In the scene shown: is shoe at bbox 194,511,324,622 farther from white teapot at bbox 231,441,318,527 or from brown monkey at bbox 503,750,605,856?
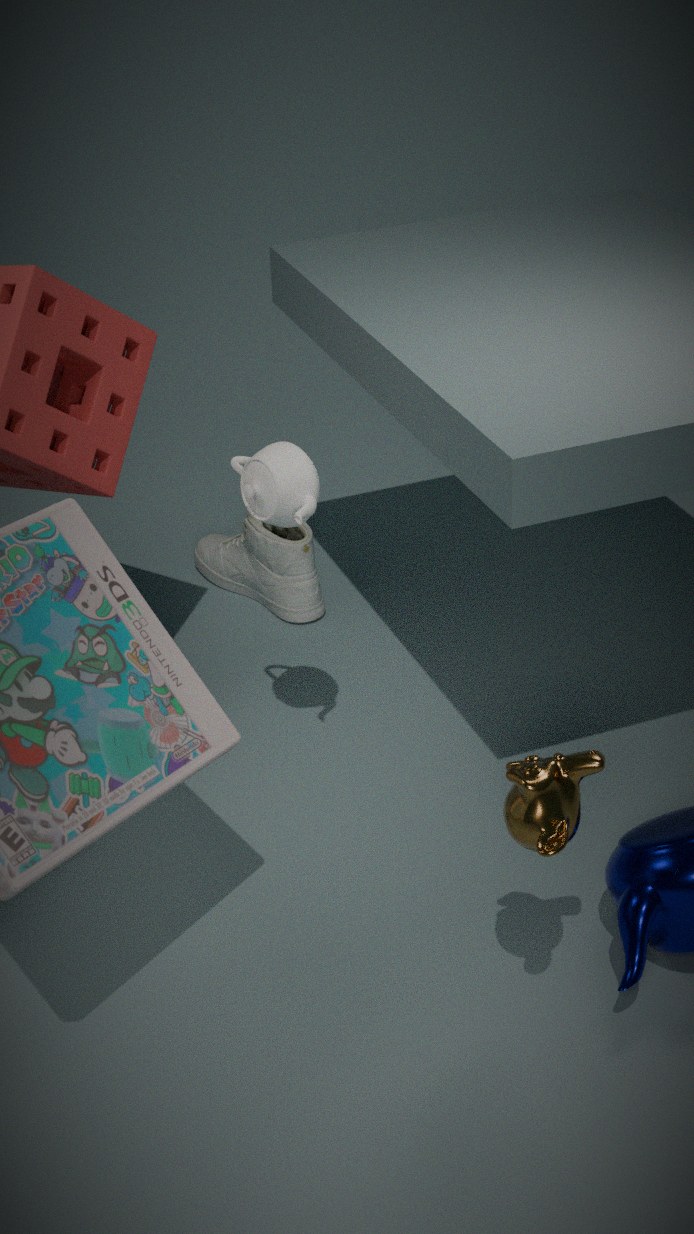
brown monkey at bbox 503,750,605,856
